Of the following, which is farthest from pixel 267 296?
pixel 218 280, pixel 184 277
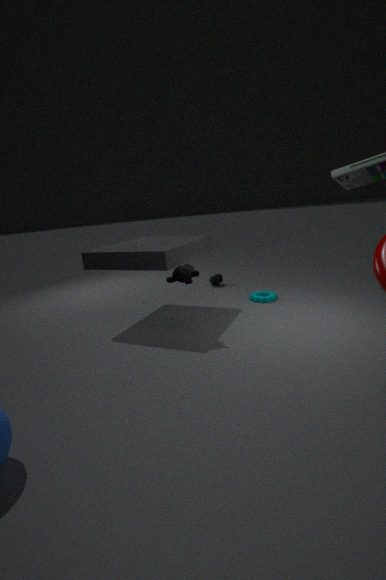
pixel 184 277
